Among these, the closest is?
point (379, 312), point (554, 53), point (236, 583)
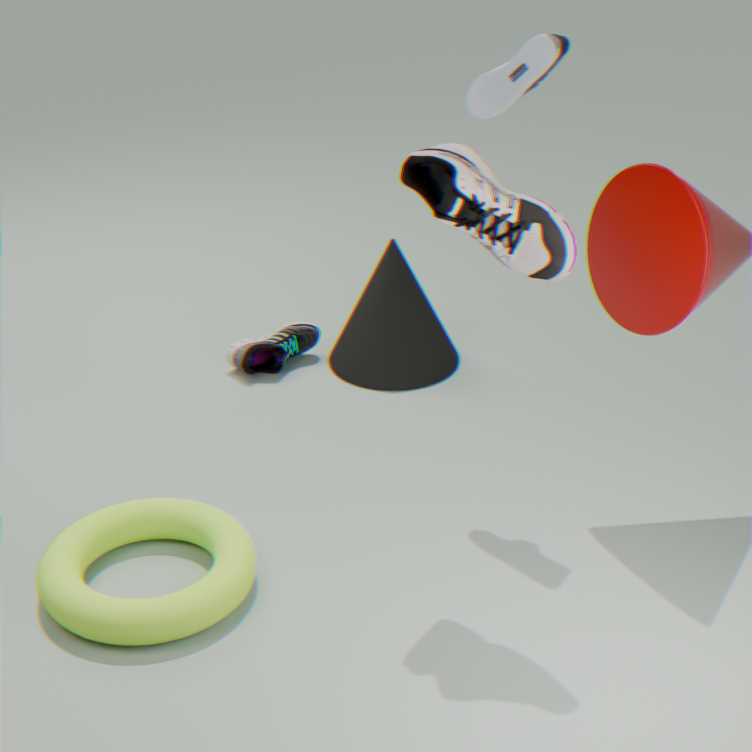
point (236, 583)
